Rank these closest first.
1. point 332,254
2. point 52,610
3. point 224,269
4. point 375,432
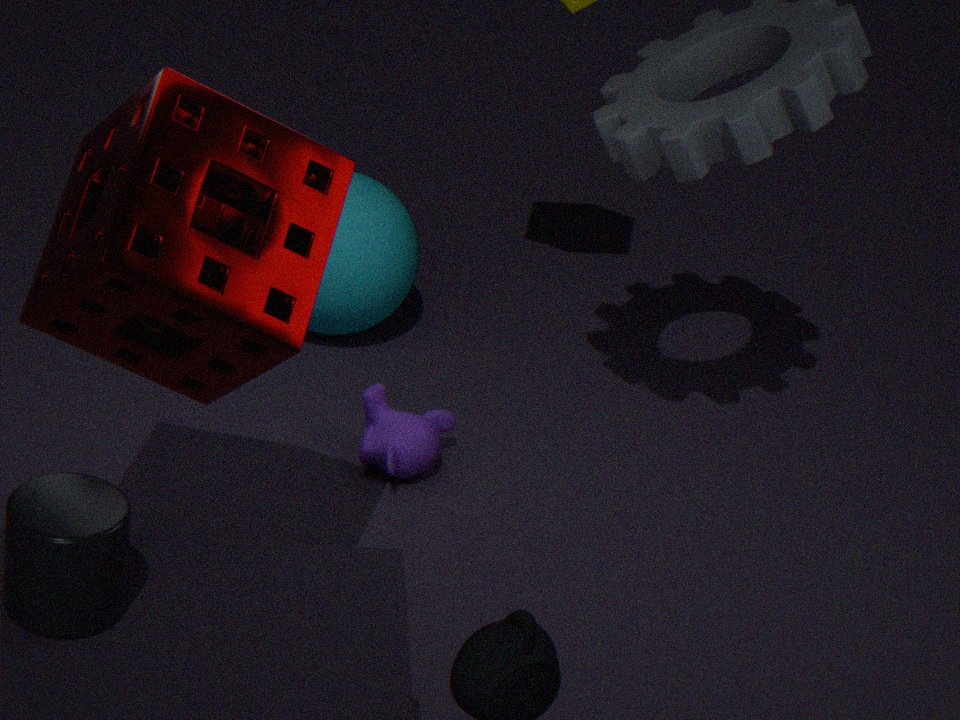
point 52,610 → point 224,269 → point 375,432 → point 332,254
